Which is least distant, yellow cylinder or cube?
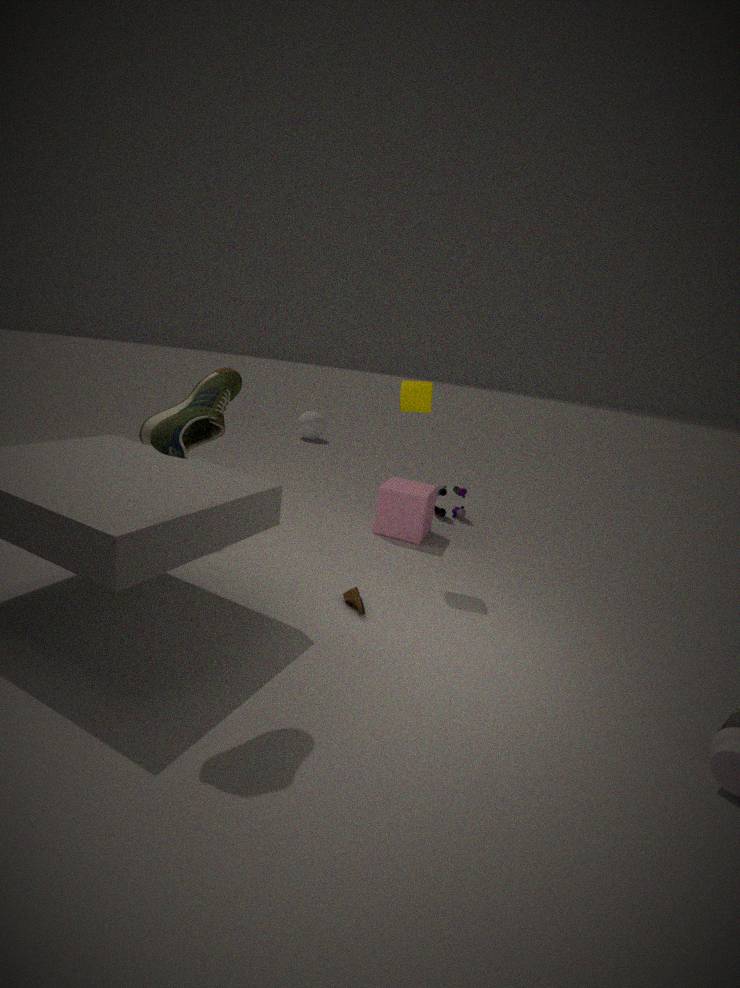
yellow cylinder
